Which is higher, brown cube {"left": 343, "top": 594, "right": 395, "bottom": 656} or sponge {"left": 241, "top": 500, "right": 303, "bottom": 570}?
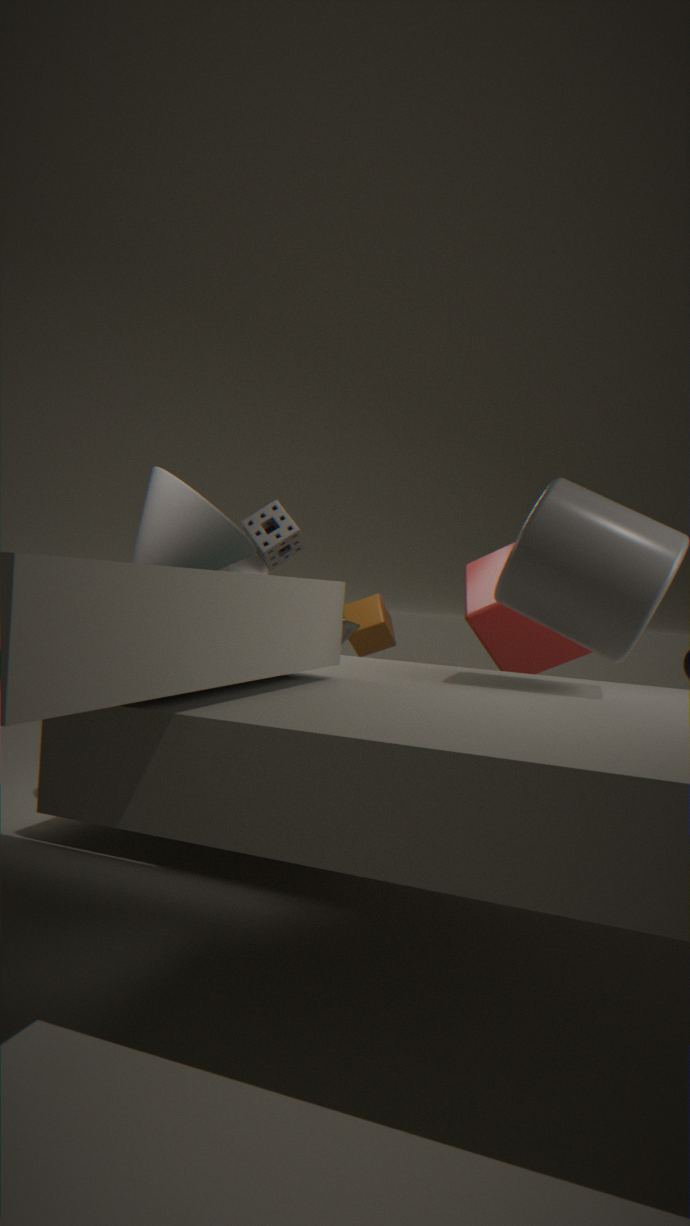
sponge {"left": 241, "top": 500, "right": 303, "bottom": 570}
